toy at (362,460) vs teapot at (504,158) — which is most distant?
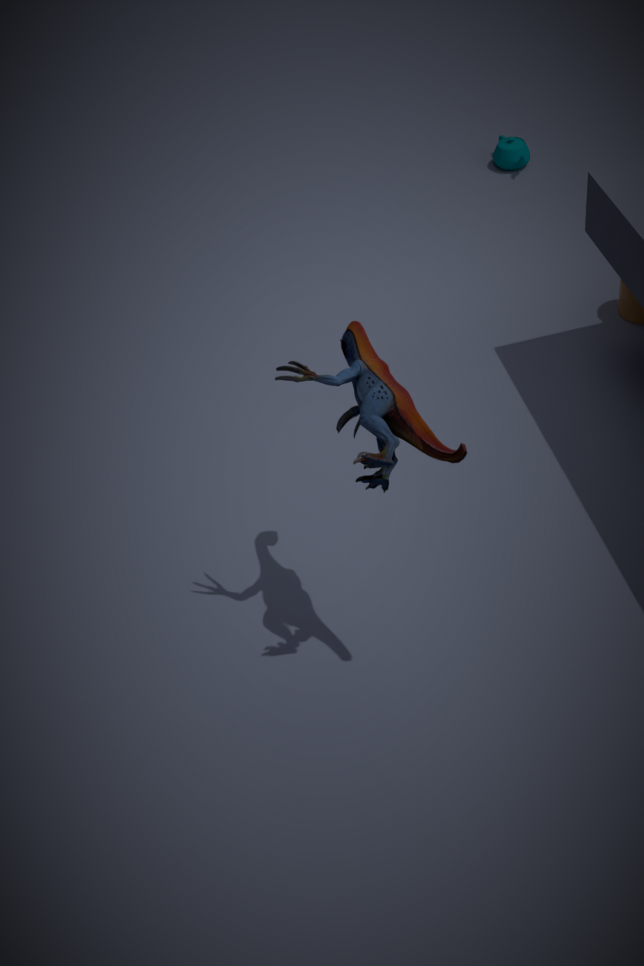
teapot at (504,158)
